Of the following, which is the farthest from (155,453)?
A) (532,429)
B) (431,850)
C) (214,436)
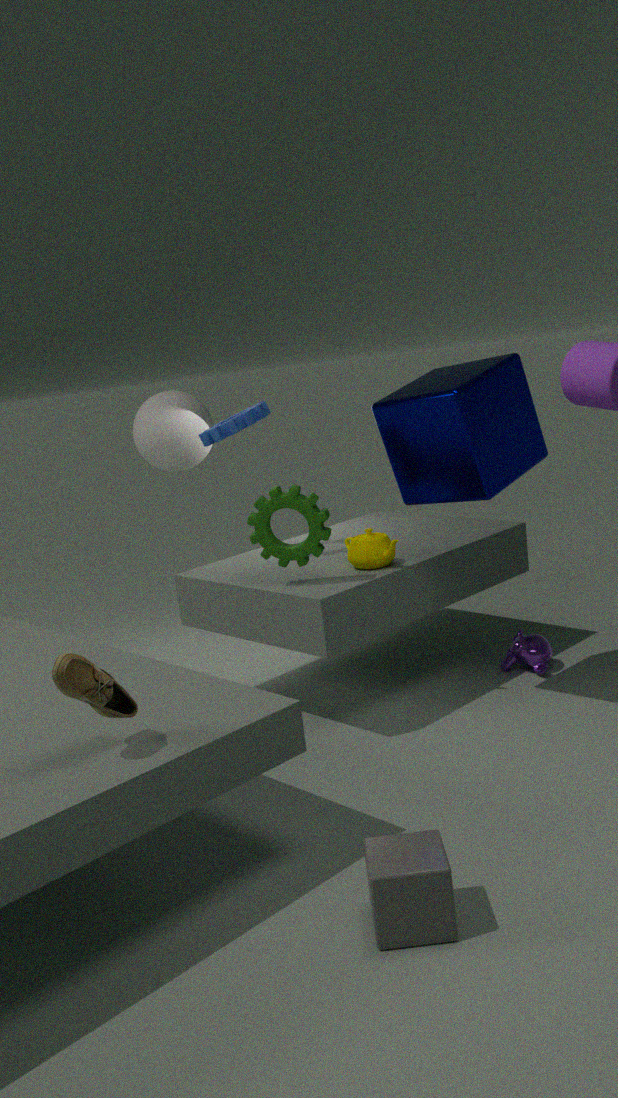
(431,850)
